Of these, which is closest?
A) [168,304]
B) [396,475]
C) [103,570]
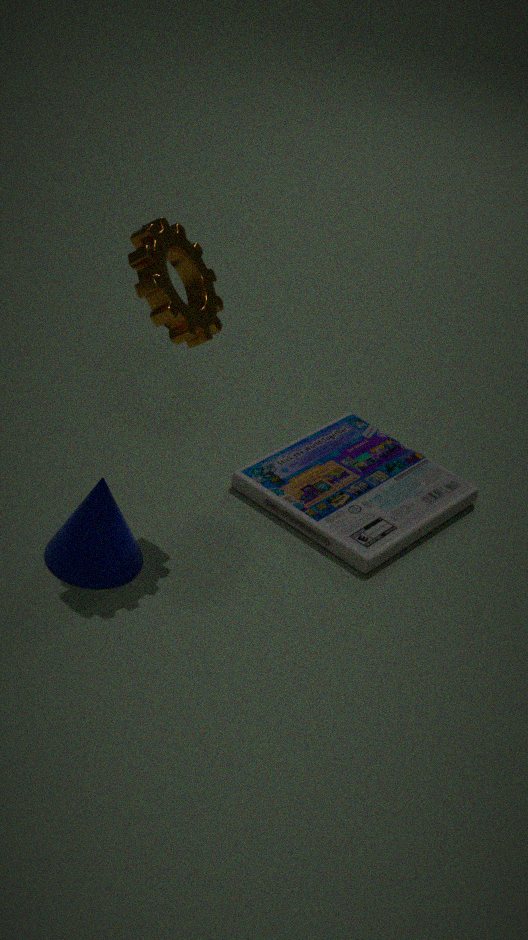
[168,304]
